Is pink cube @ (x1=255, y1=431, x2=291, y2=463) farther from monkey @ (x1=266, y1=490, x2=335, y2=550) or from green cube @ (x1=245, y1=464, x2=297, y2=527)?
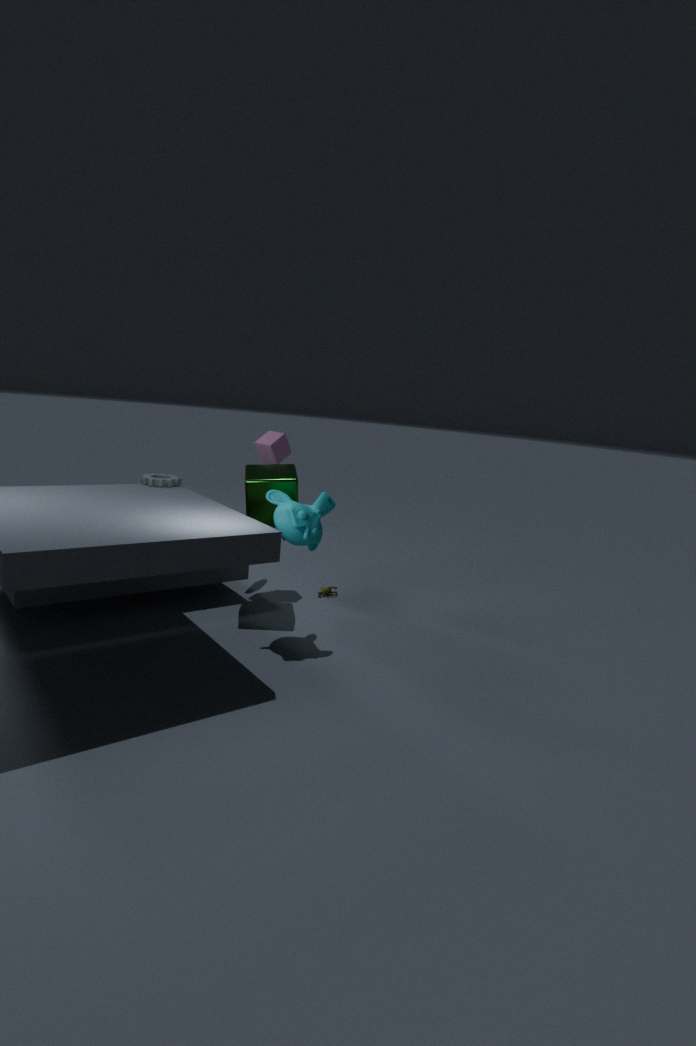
monkey @ (x1=266, y1=490, x2=335, y2=550)
